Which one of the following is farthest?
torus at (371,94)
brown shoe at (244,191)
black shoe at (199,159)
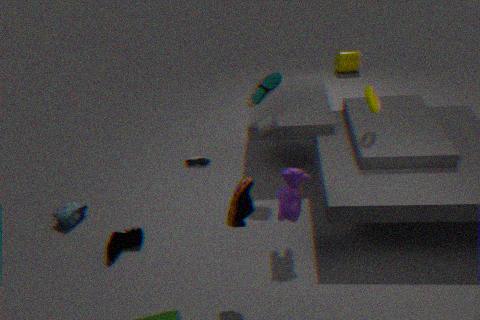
black shoe at (199,159)
